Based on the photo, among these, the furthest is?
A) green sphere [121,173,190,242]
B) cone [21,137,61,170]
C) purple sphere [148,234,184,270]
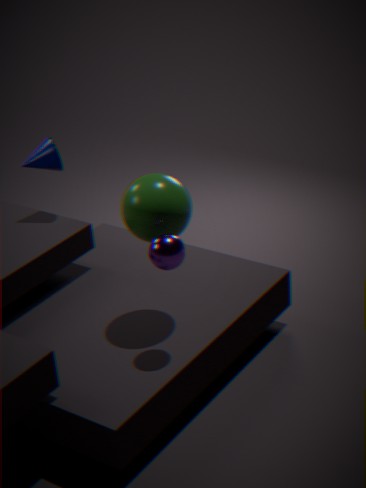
cone [21,137,61,170]
